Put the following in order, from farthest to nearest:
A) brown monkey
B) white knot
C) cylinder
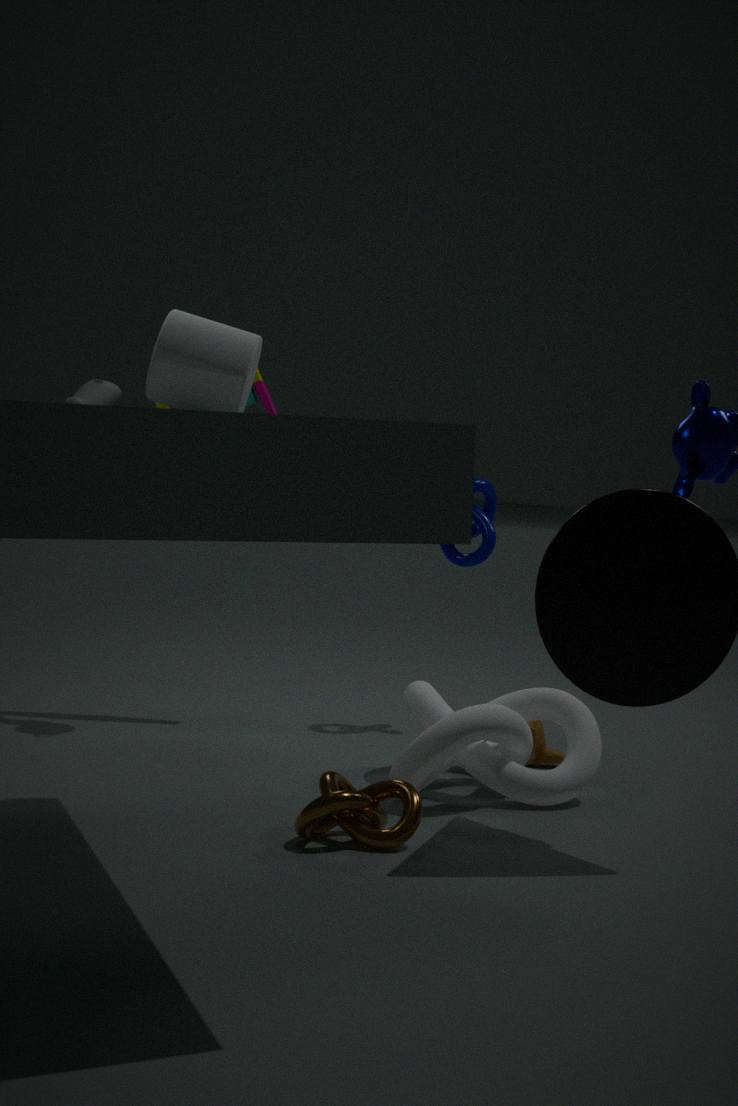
1. brown monkey
2. white knot
3. cylinder
